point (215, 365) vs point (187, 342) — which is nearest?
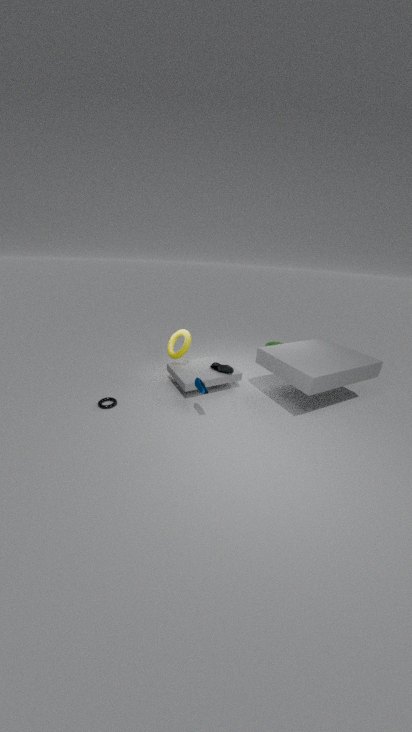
point (187, 342)
